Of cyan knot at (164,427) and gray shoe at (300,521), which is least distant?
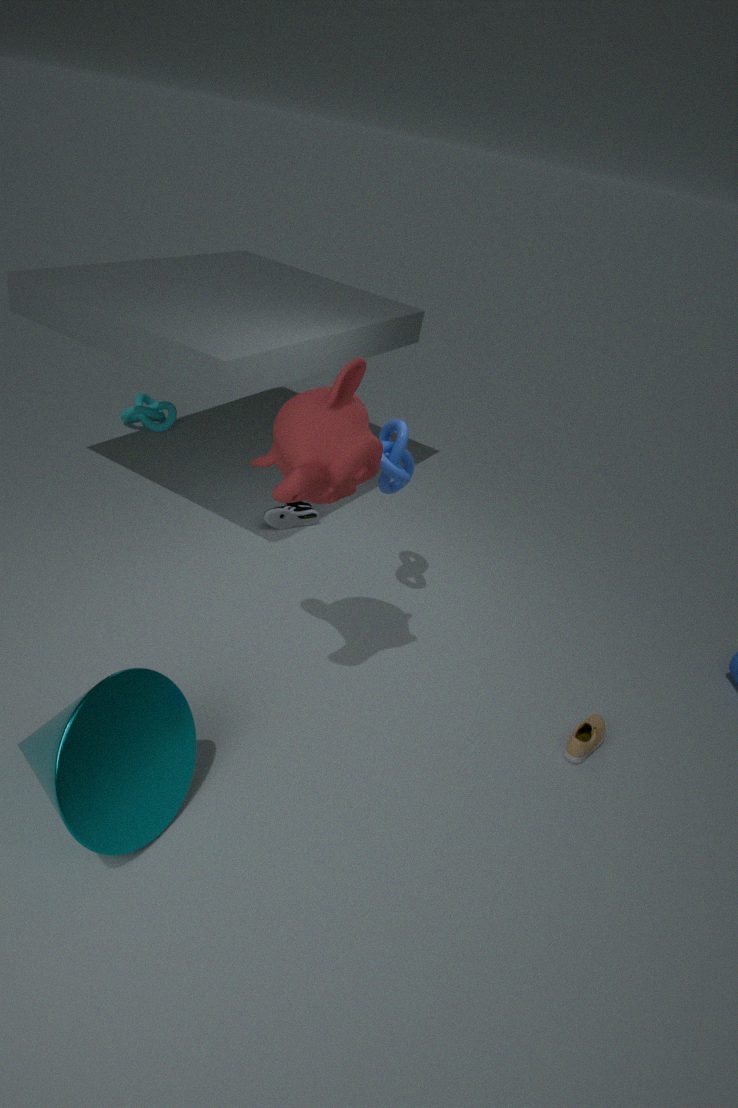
gray shoe at (300,521)
